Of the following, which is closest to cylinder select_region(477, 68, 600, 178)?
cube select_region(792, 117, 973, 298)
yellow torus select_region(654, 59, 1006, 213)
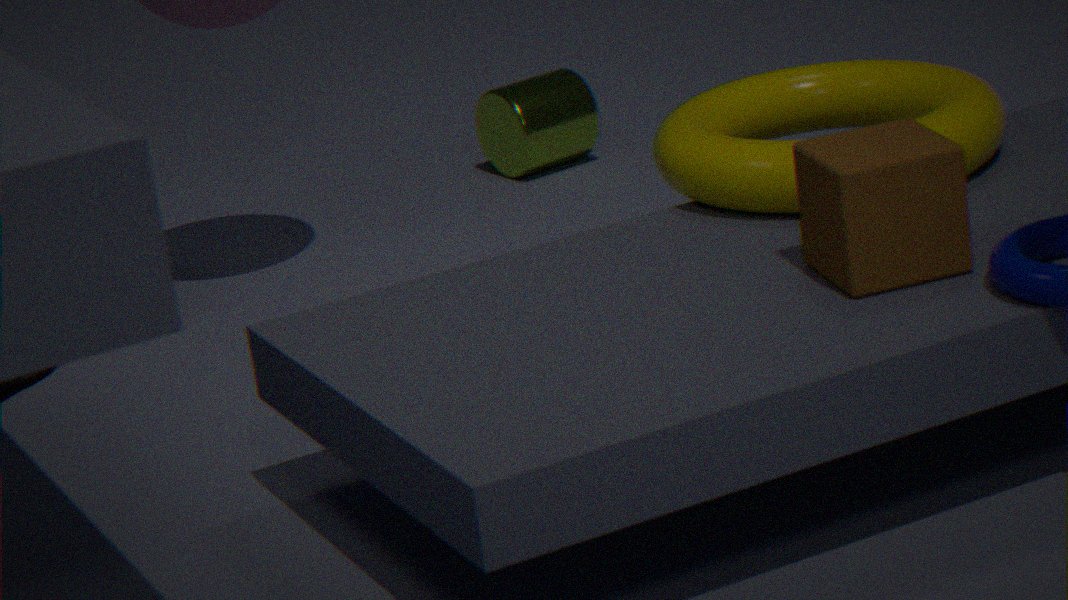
yellow torus select_region(654, 59, 1006, 213)
